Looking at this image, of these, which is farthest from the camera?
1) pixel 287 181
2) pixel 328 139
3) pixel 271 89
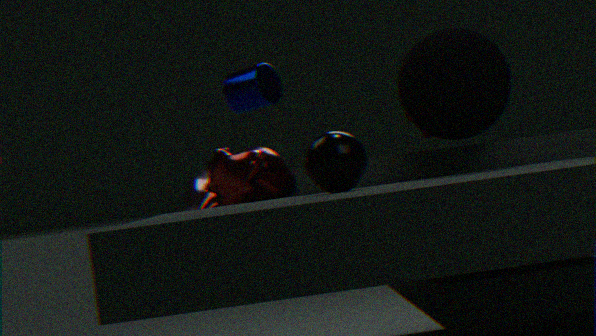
3. pixel 271 89
